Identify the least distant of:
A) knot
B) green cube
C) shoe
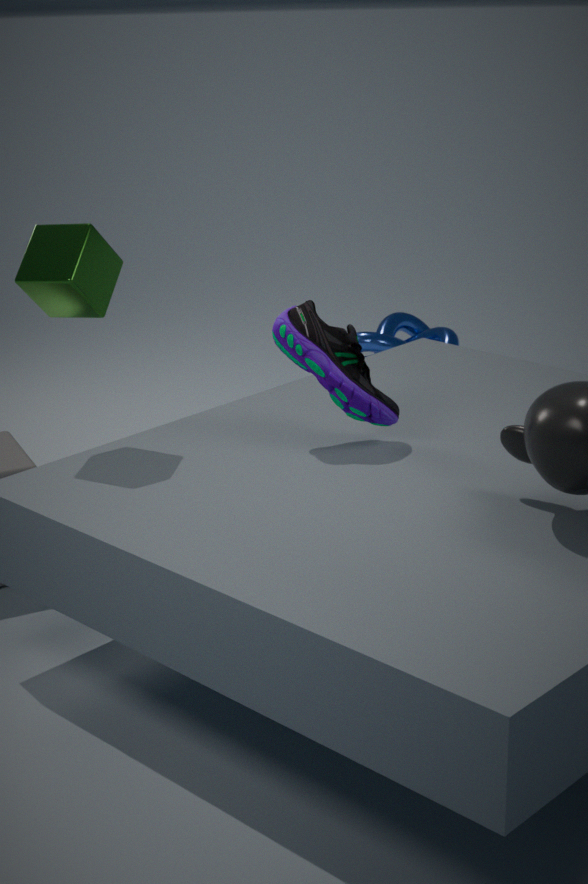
green cube
